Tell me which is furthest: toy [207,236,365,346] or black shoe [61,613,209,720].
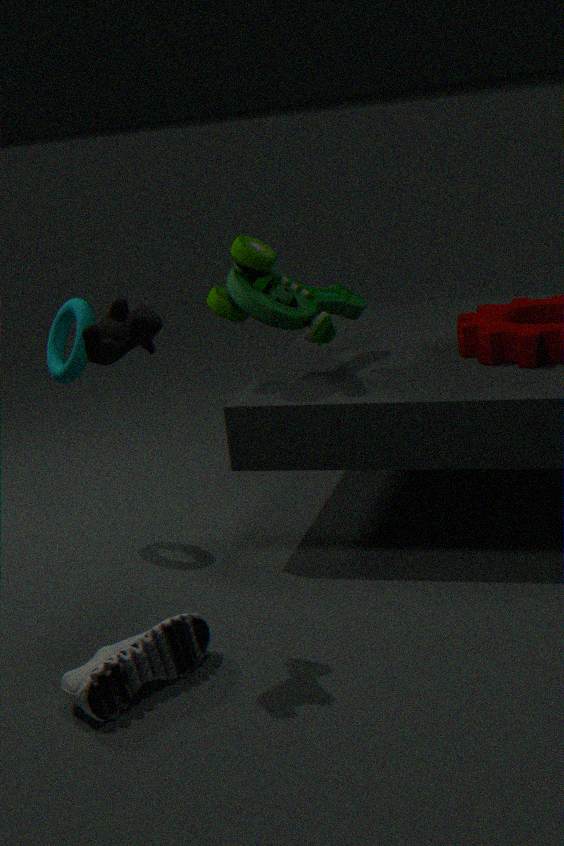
toy [207,236,365,346]
